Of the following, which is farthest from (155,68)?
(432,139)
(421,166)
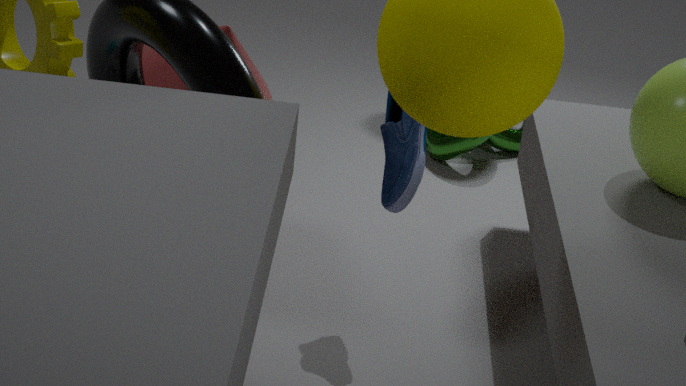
(432,139)
